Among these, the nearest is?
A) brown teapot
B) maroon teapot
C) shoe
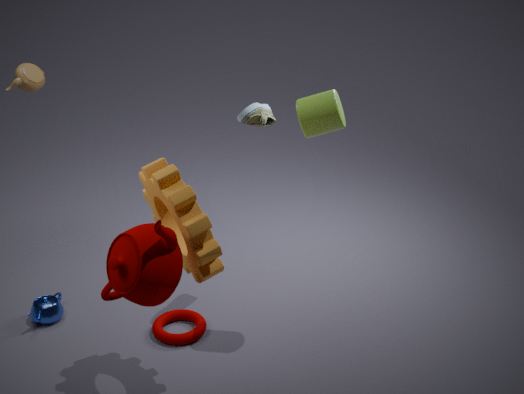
maroon teapot
